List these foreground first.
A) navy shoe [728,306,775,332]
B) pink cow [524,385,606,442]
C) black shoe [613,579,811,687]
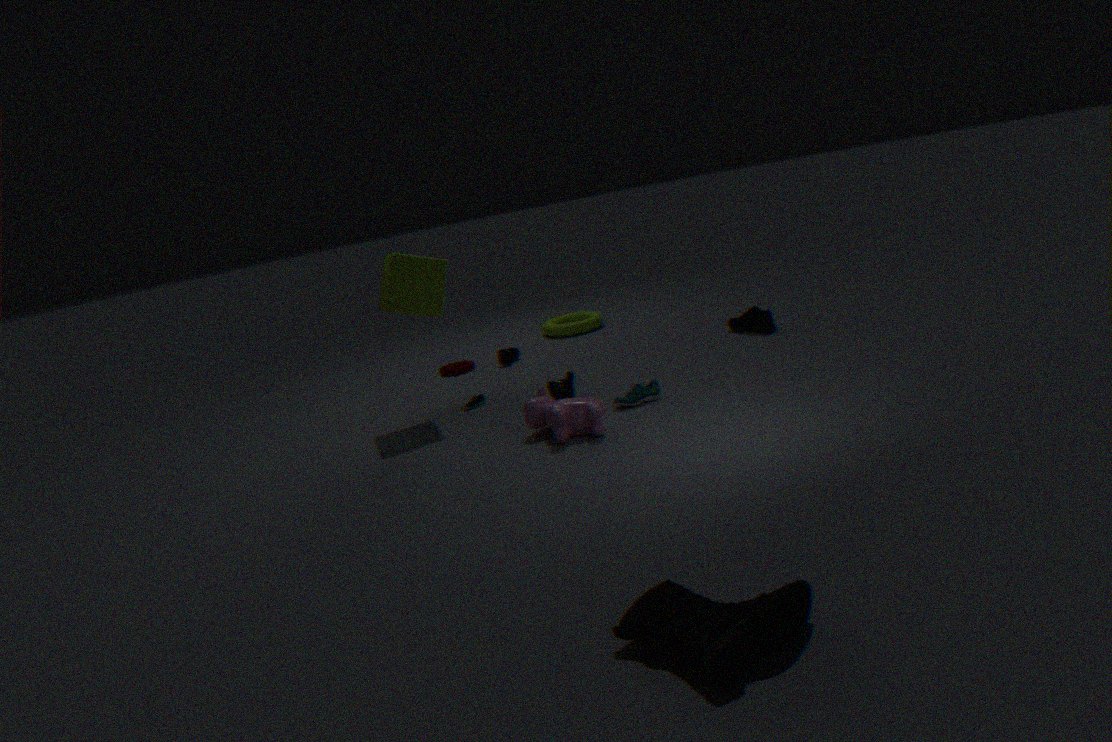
black shoe [613,579,811,687] → pink cow [524,385,606,442] → navy shoe [728,306,775,332]
